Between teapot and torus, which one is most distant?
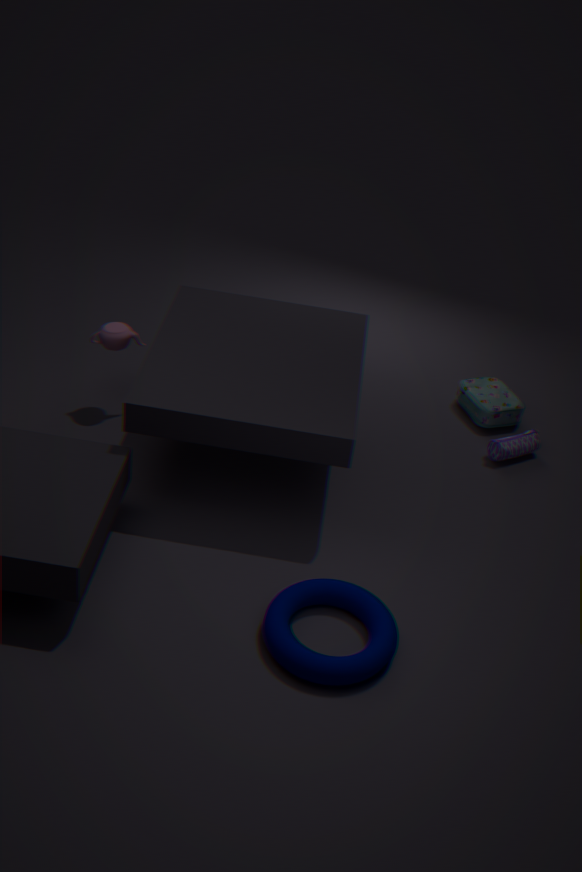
teapot
